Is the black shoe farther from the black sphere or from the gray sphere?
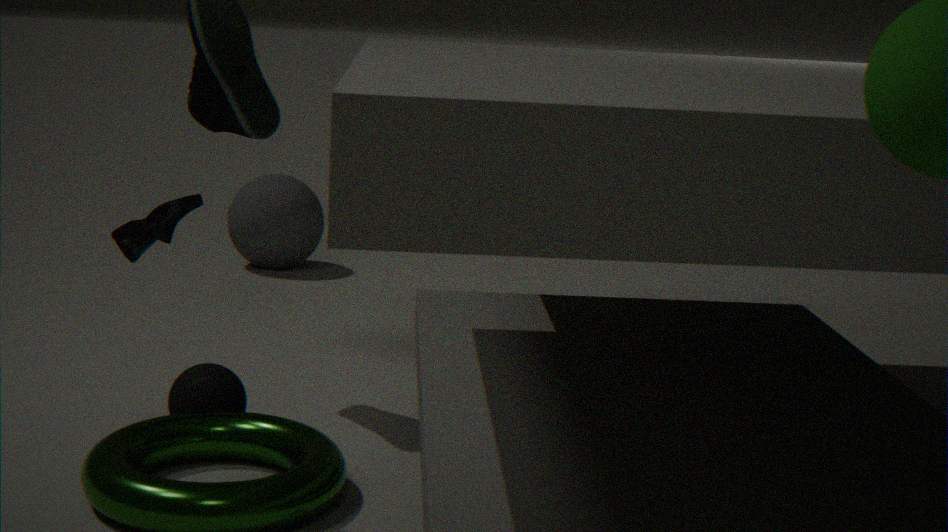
the gray sphere
